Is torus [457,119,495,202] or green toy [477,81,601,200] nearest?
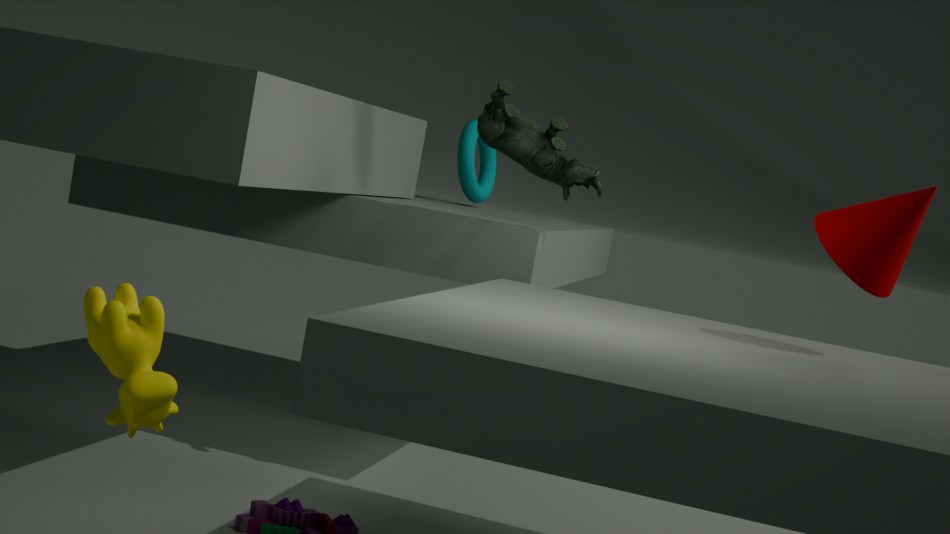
green toy [477,81,601,200]
